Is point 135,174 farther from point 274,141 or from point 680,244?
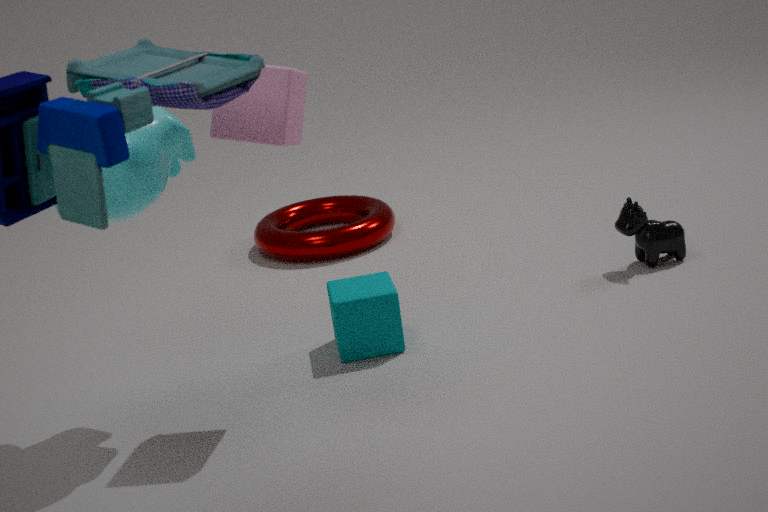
point 680,244
